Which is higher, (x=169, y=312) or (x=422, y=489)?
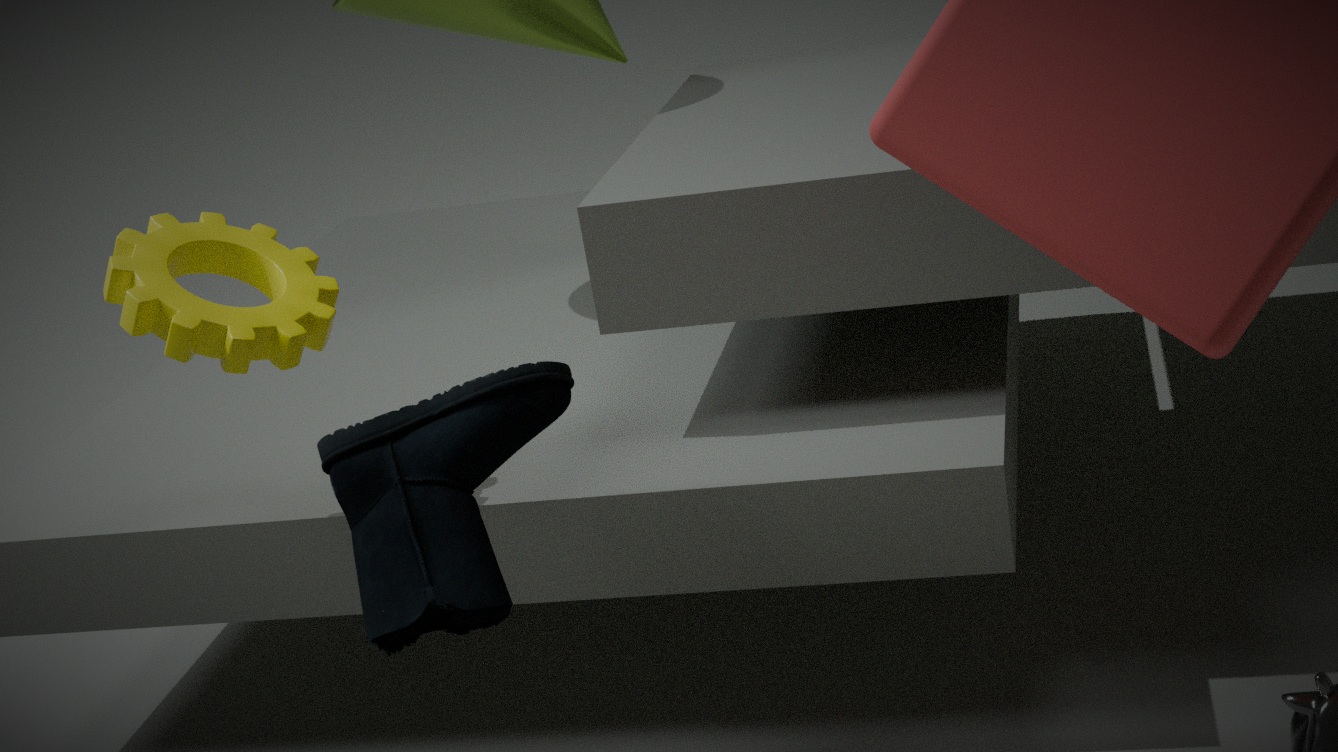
(x=169, y=312)
